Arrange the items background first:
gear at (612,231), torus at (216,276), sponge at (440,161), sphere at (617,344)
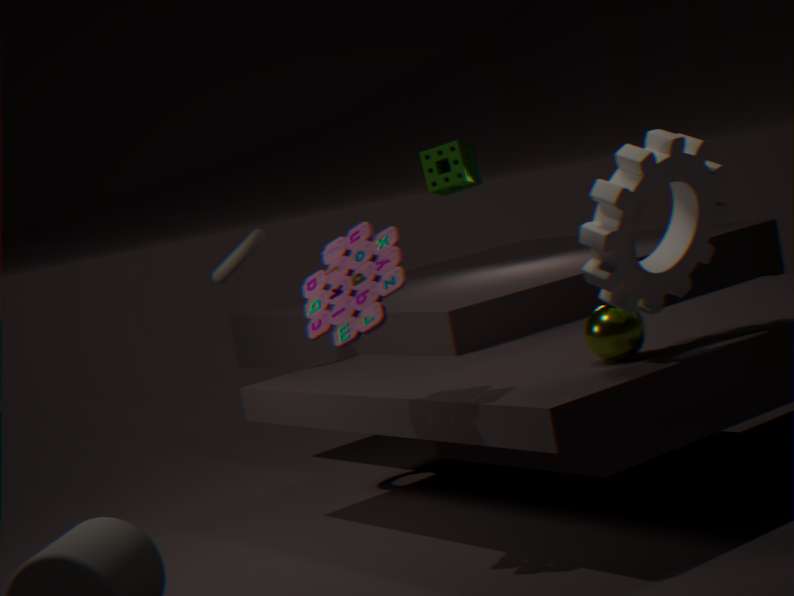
sponge at (440,161), torus at (216,276), sphere at (617,344), gear at (612,231)
